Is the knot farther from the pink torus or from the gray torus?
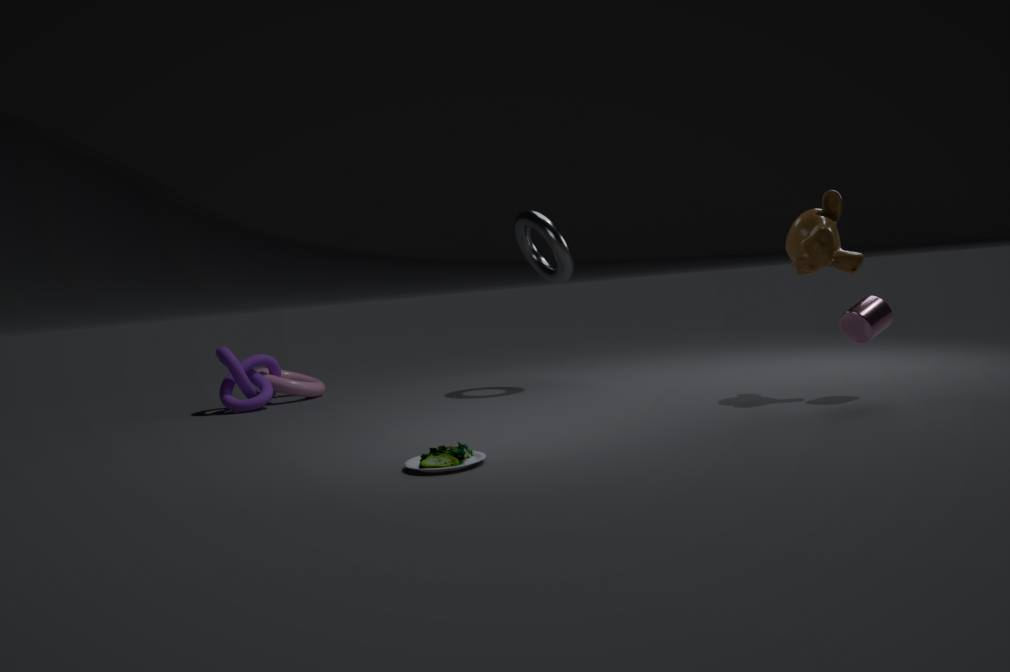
the gray torus
